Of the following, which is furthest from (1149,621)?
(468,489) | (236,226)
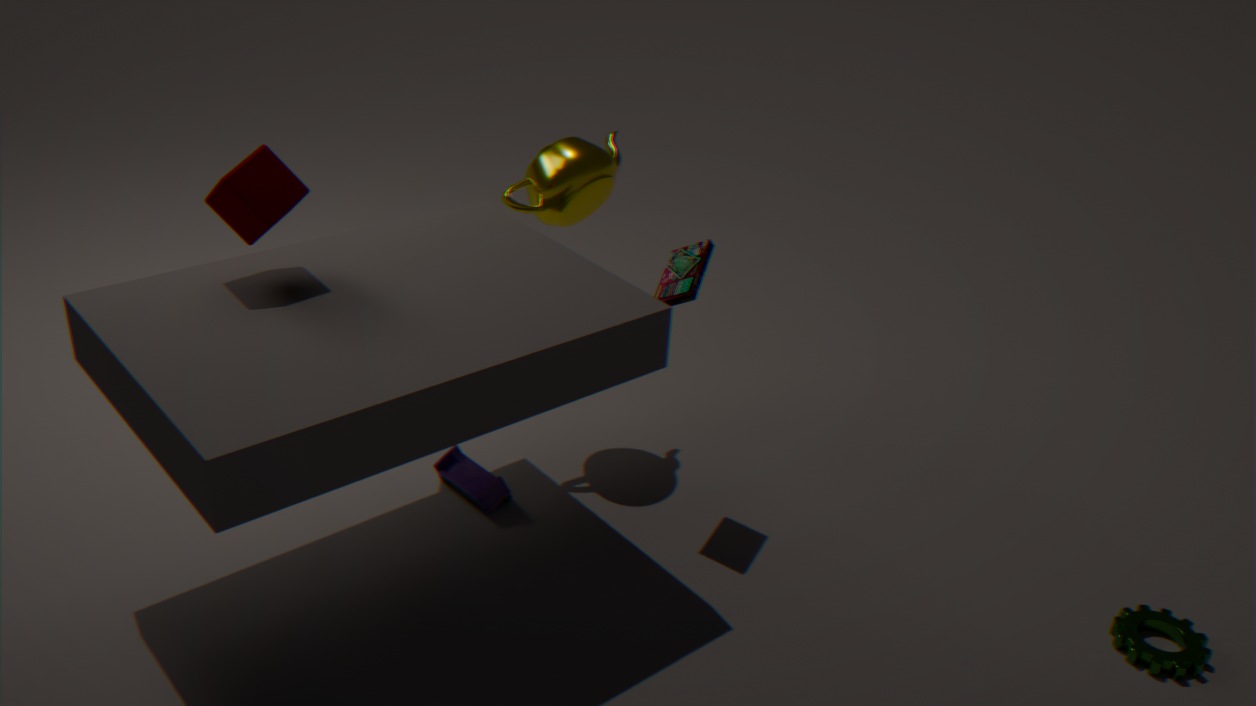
(236,226)
